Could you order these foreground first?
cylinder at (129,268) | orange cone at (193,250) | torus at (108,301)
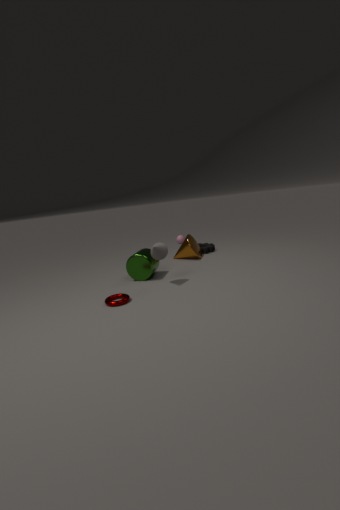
torus at (108,301), cylinder at (129,268), orange cone at (193,250)
